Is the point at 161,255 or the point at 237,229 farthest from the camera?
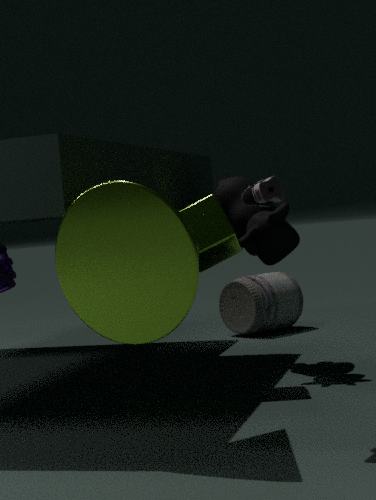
the point at 237,229
